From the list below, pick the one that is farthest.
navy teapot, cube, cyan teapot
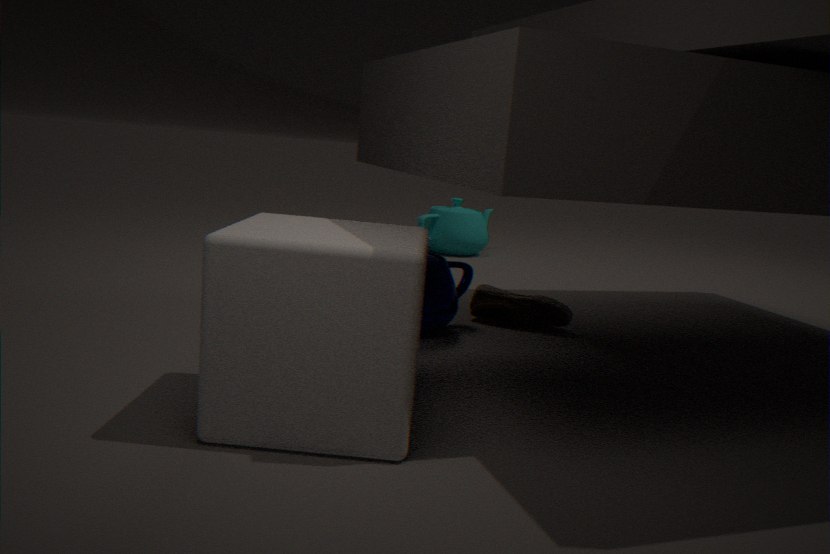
cyan teapot
